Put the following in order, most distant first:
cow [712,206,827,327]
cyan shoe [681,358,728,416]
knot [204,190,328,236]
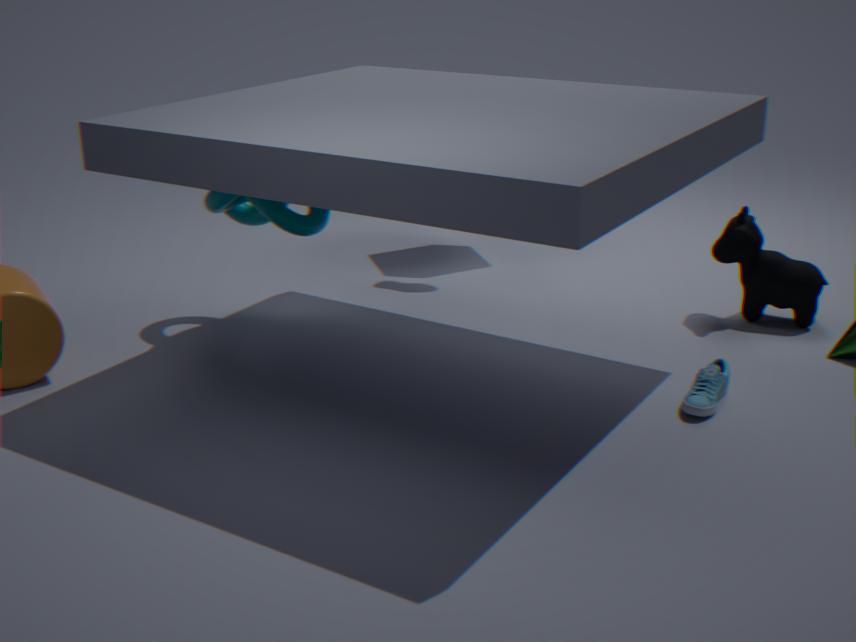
cow [712,206,827,327], knot [204,190,328,236], cyan shoe [681,358,728,416]
